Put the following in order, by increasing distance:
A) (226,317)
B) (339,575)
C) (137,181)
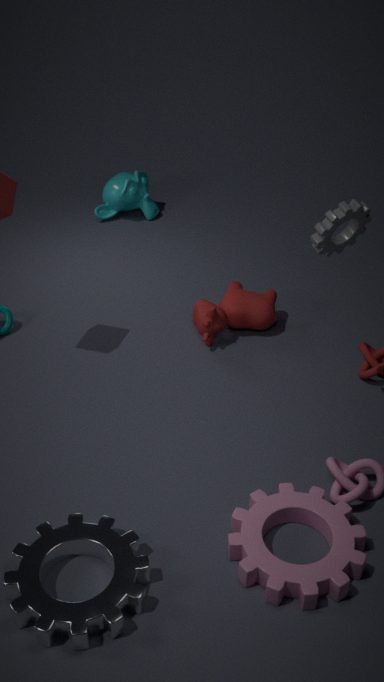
(339,575) < (226,317) < (137,181)
